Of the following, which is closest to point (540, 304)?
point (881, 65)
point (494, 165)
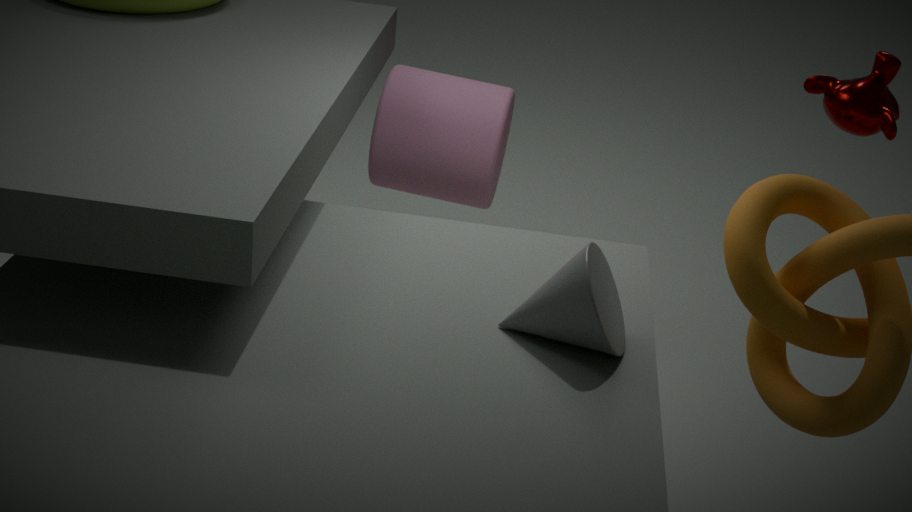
point (881, 65)
